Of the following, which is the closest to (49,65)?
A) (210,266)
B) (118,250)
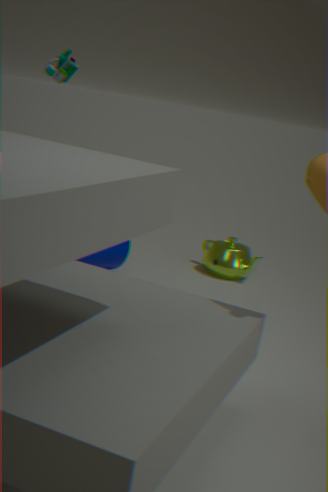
(118,250)
